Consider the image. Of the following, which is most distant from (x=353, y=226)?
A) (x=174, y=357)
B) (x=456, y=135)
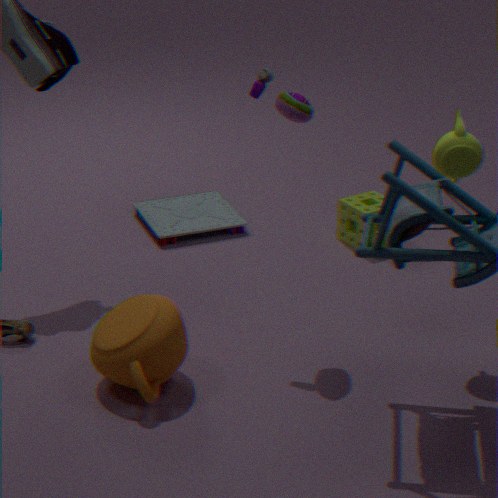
(x=174, y=357)
